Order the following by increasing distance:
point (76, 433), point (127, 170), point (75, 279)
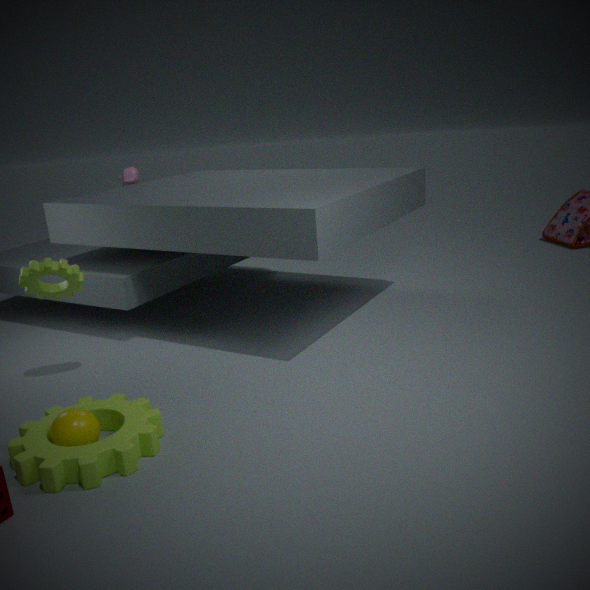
1. point (76, 433)
2. point (75, 279)
3. point (127, 170)
